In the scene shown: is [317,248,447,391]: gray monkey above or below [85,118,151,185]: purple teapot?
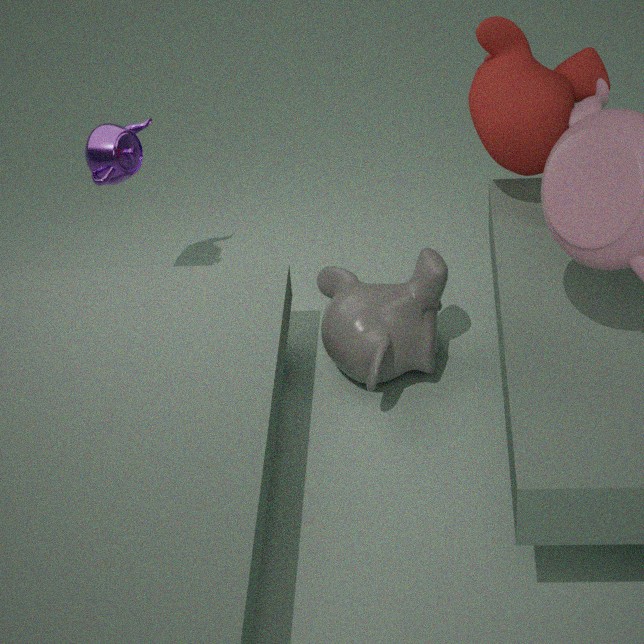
below
